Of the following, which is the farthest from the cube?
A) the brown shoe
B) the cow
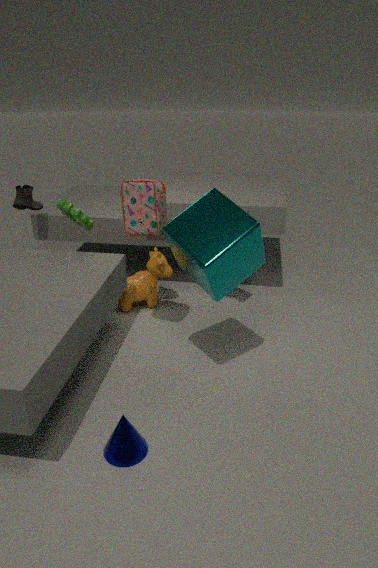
the brown shoe
